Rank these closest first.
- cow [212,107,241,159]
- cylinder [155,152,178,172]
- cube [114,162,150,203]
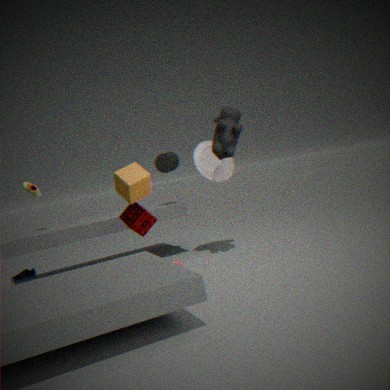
cube [114,162,150,203] → cow [212,107,241,159] → cylinder [155,152,178,172]
